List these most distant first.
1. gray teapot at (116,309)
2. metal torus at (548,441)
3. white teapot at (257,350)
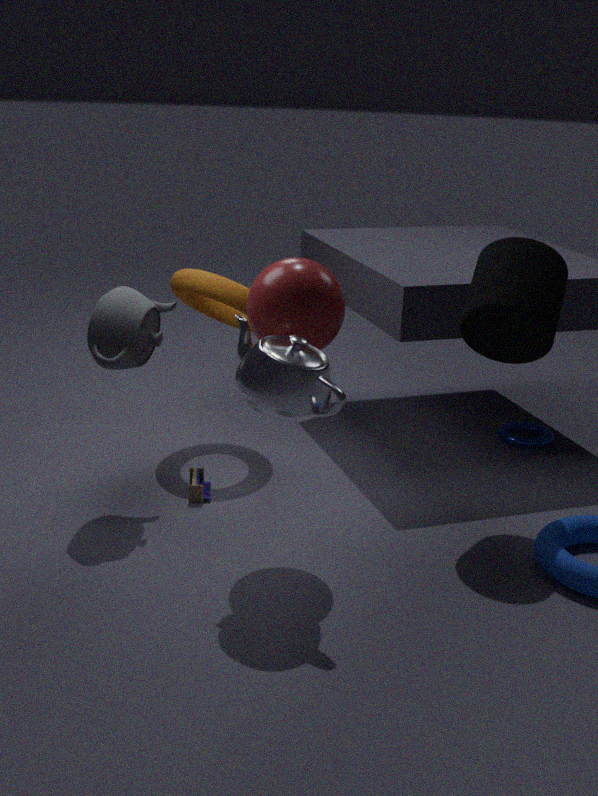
metal torus at (548,441) → gray teapot at (116,309) → white teapot at (257,350)
